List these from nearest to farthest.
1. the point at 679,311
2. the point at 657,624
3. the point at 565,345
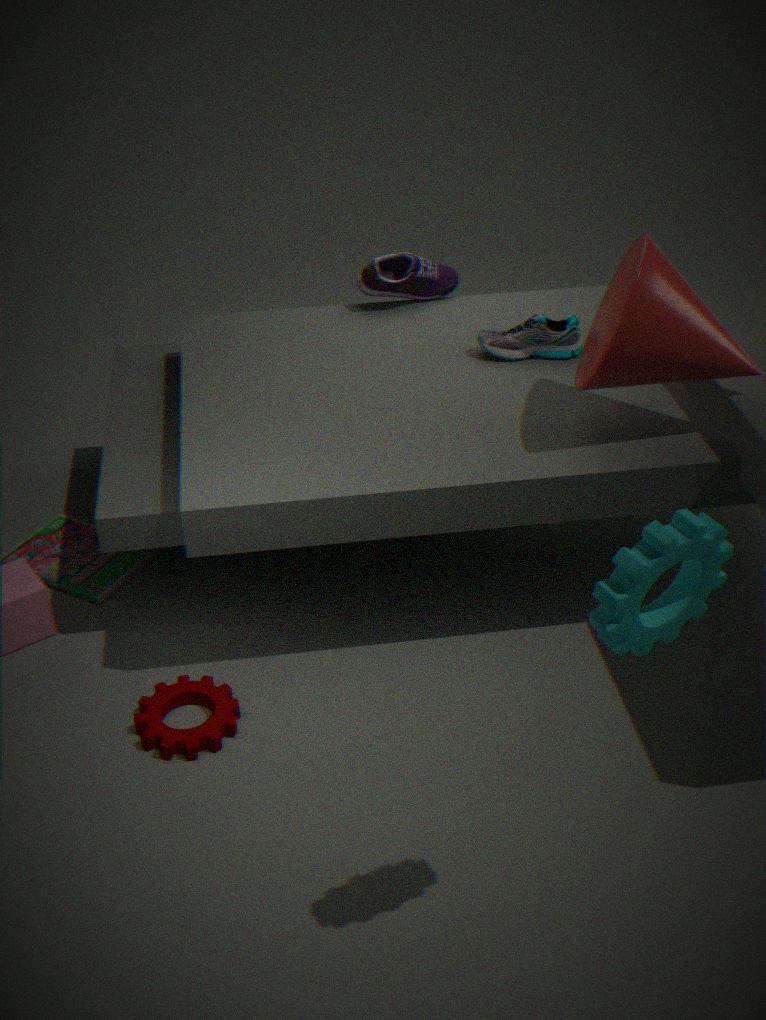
the point at 657,624 < the point at 679,311 < the point at 565,345
